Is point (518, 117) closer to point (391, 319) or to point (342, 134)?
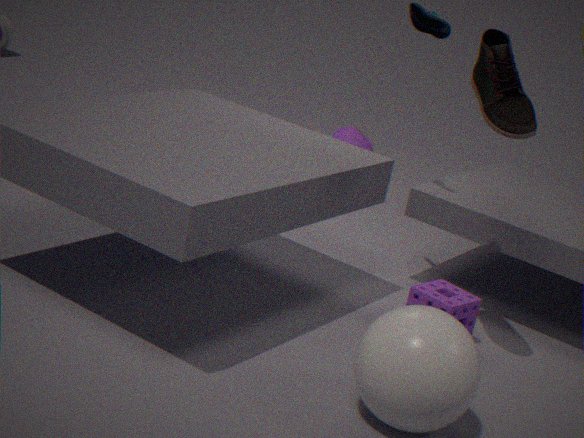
point (391, 319)
